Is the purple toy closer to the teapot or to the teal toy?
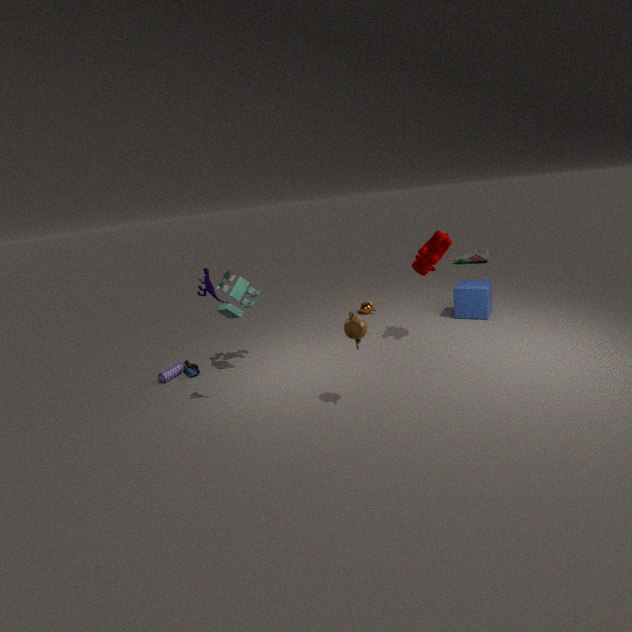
the teal toy
